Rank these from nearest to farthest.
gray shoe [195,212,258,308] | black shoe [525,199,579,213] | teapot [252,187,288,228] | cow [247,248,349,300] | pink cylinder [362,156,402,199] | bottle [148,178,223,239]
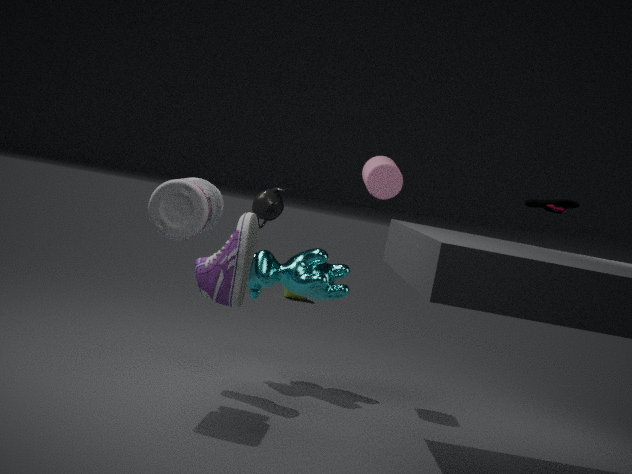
1. bottle [148,178,223,239]
2. gray shoe [195,212,258,308]
3. black shoe [525,199,579,213]
4. cow [247,248,349,300]
5. pink cylinder [362,156,402,199]
6. teapot [252,187,288,228]
